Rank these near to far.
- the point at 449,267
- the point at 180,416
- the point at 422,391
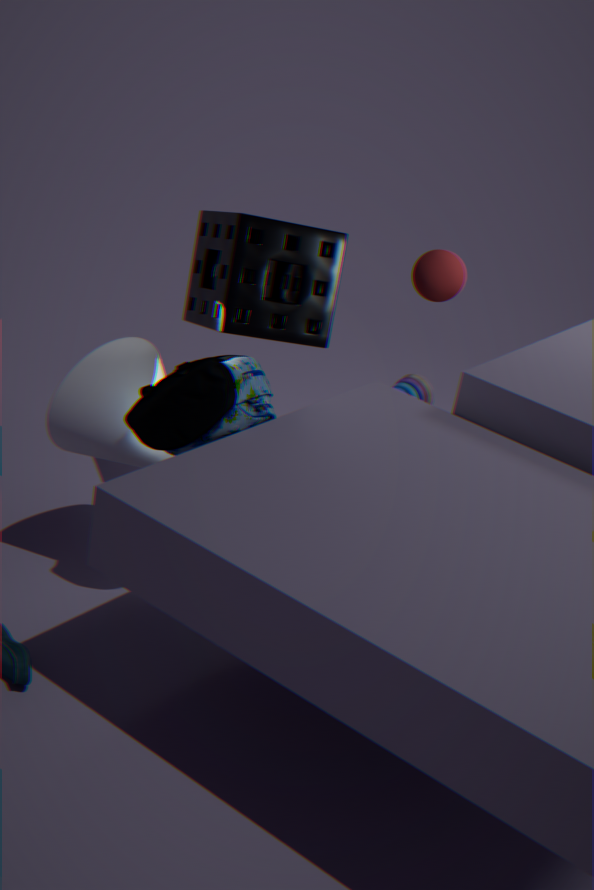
1. the point at 180,416
2. the point at 449,267
3. the point at 422,391
